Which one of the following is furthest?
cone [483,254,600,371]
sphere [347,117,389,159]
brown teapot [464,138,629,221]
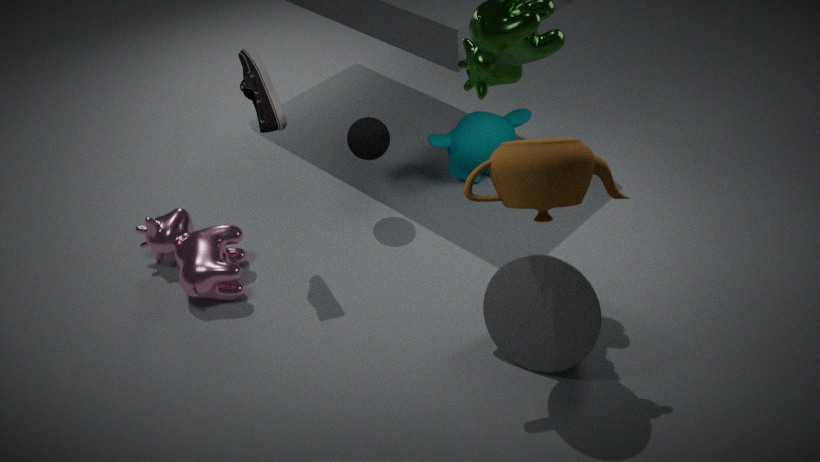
sphere [347,117,389,159]
